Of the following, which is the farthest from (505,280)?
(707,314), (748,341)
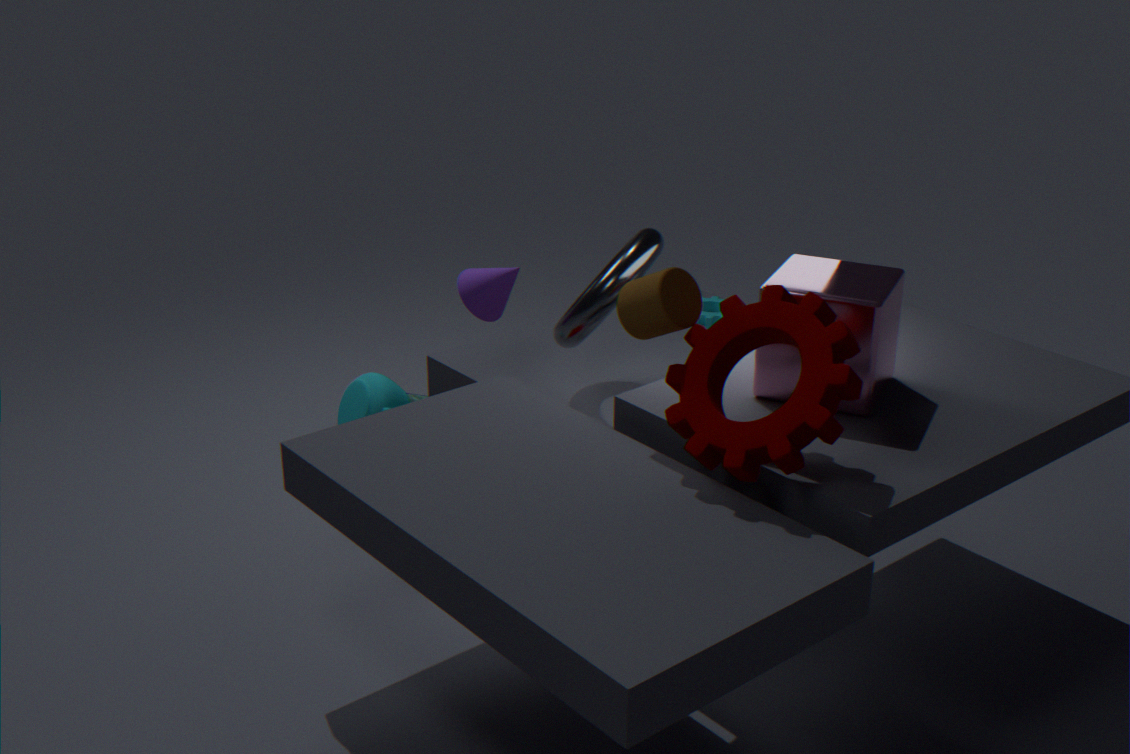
(748,341)
